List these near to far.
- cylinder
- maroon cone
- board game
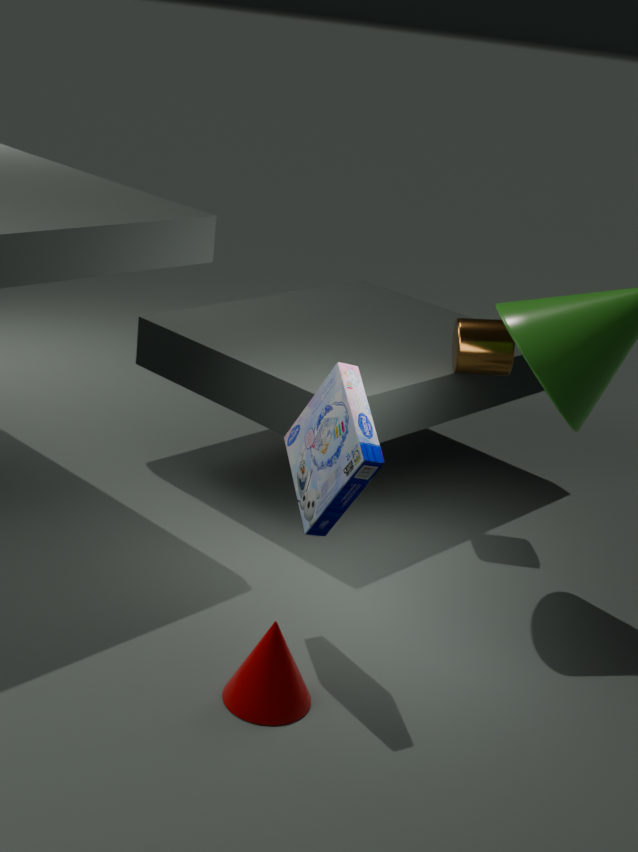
maroon cone
board game
cylinder
